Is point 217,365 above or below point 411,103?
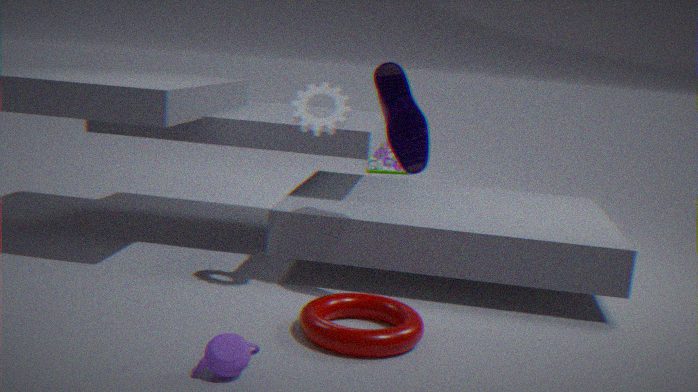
below
